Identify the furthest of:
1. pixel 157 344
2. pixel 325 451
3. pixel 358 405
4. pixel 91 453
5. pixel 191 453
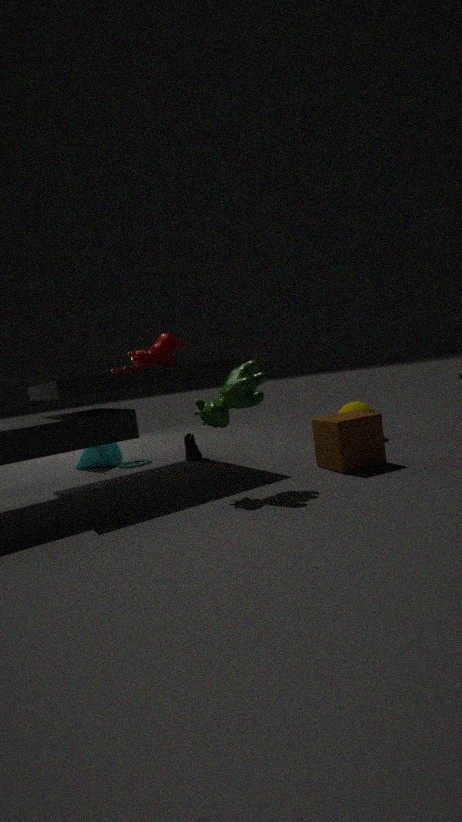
pixel 91 453
